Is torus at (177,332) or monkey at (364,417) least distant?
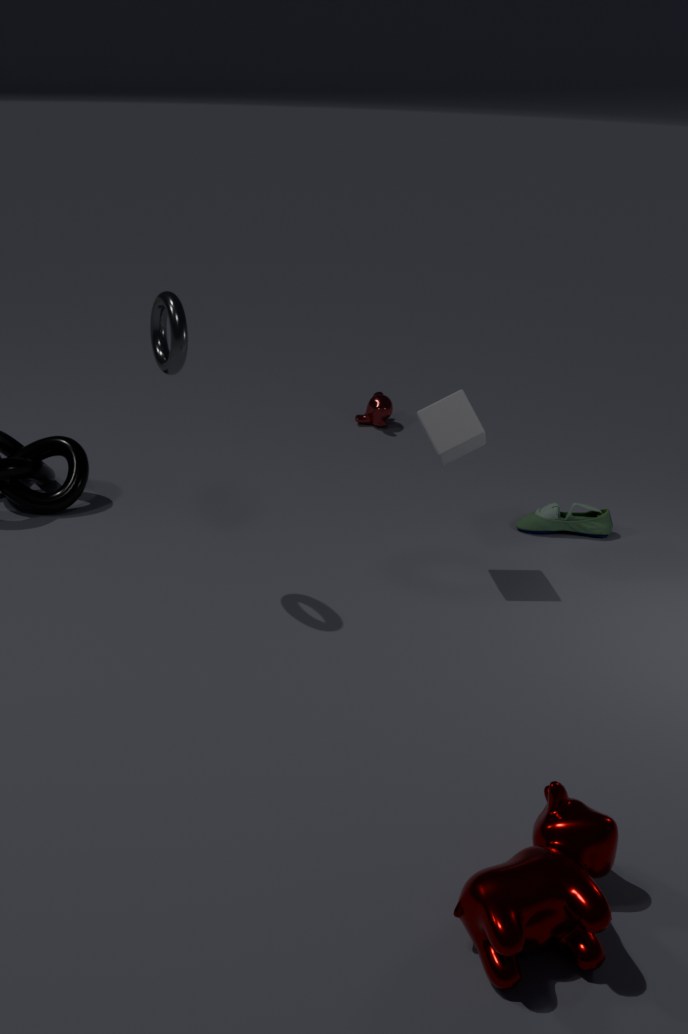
torus at (177,332)
